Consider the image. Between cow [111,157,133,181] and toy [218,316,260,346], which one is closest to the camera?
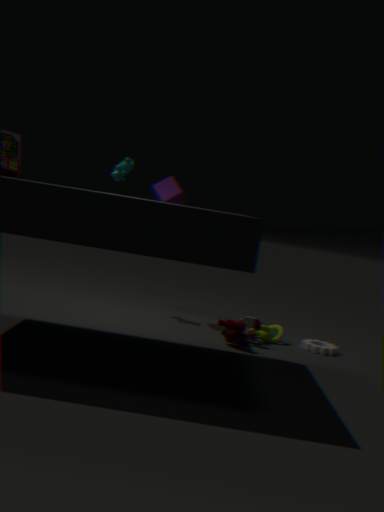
toy [218,316,260,346]
